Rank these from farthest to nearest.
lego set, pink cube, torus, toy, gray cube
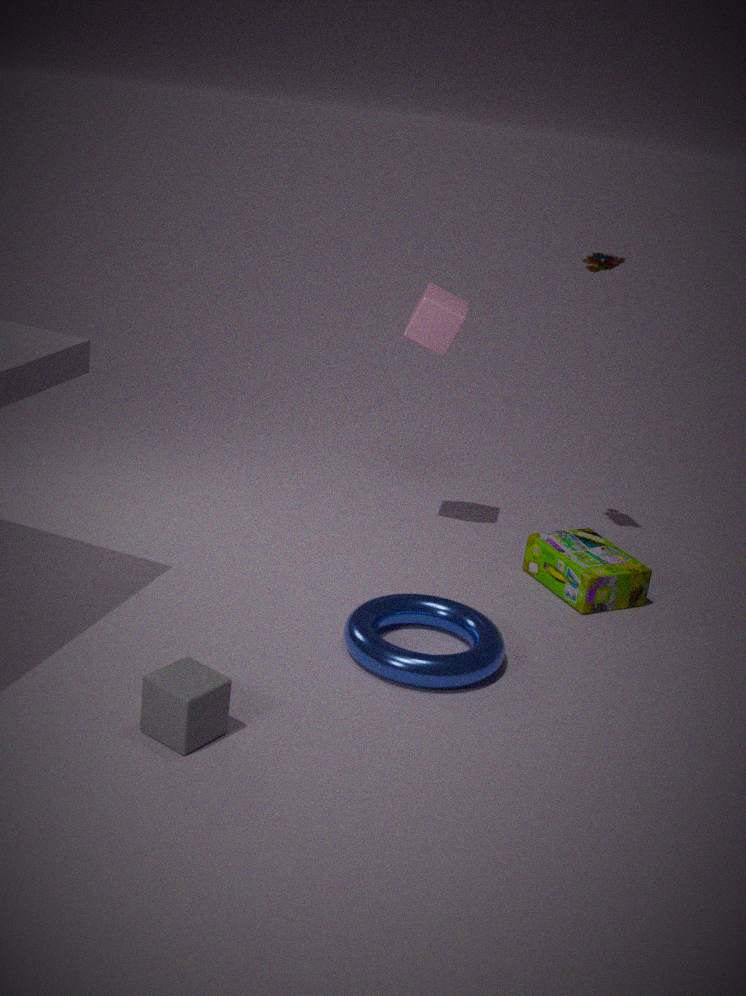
pink cube
toy
lego set
torus
gray cube
